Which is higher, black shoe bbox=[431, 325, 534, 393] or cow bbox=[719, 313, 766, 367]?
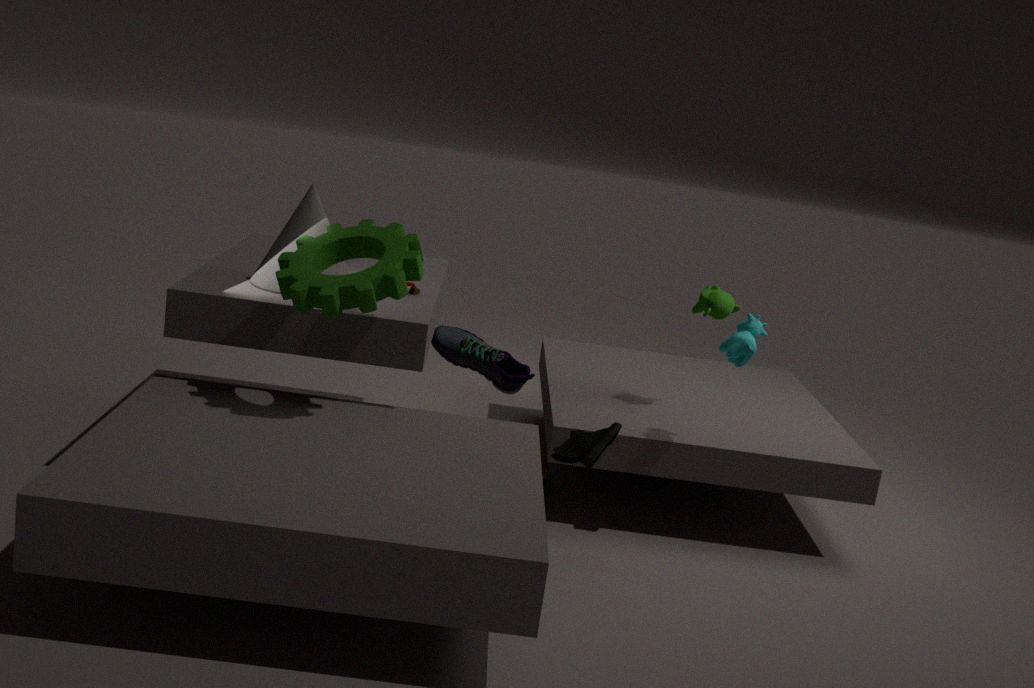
cow bbox=[719, 313, 766, 367]
